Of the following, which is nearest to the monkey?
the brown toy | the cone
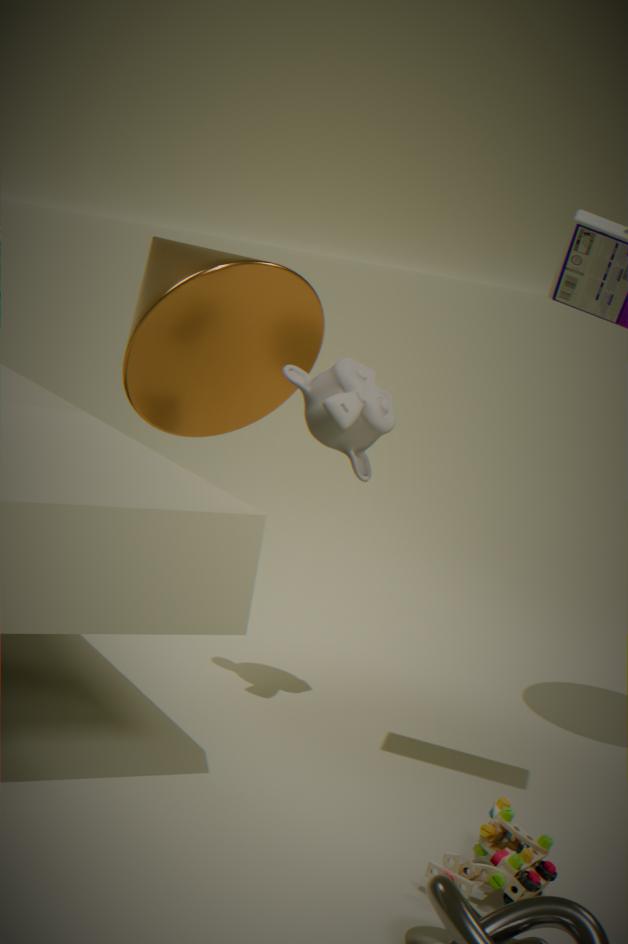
the cone
